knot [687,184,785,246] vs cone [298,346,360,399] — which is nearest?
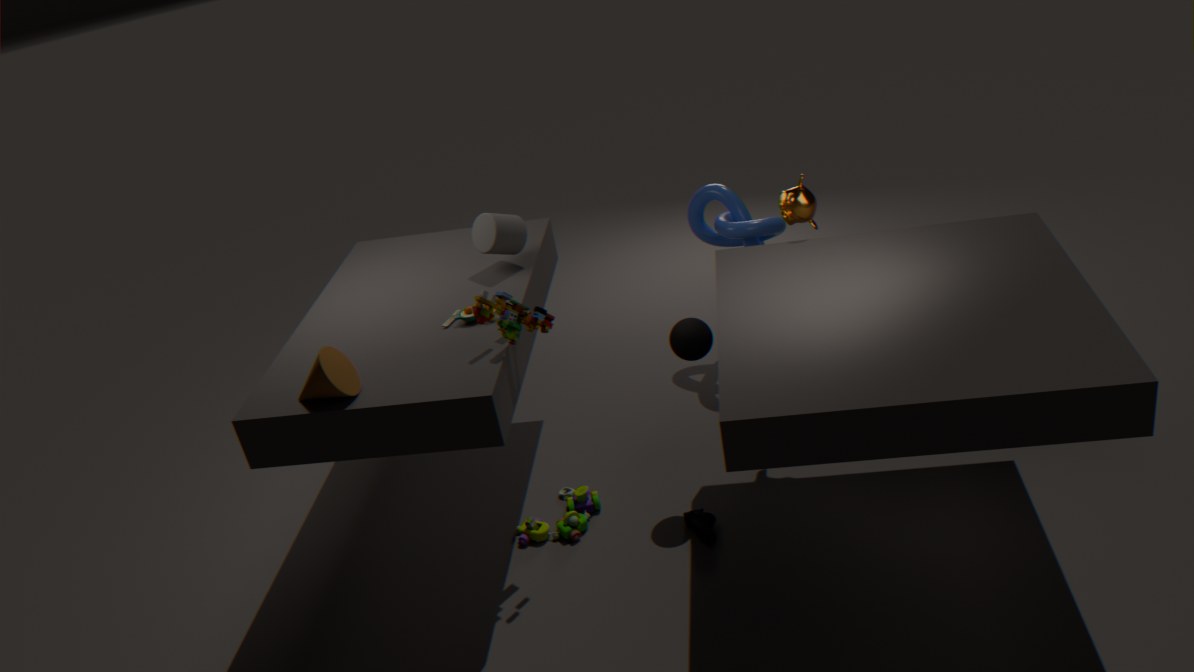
cone [298,346,360,399]
